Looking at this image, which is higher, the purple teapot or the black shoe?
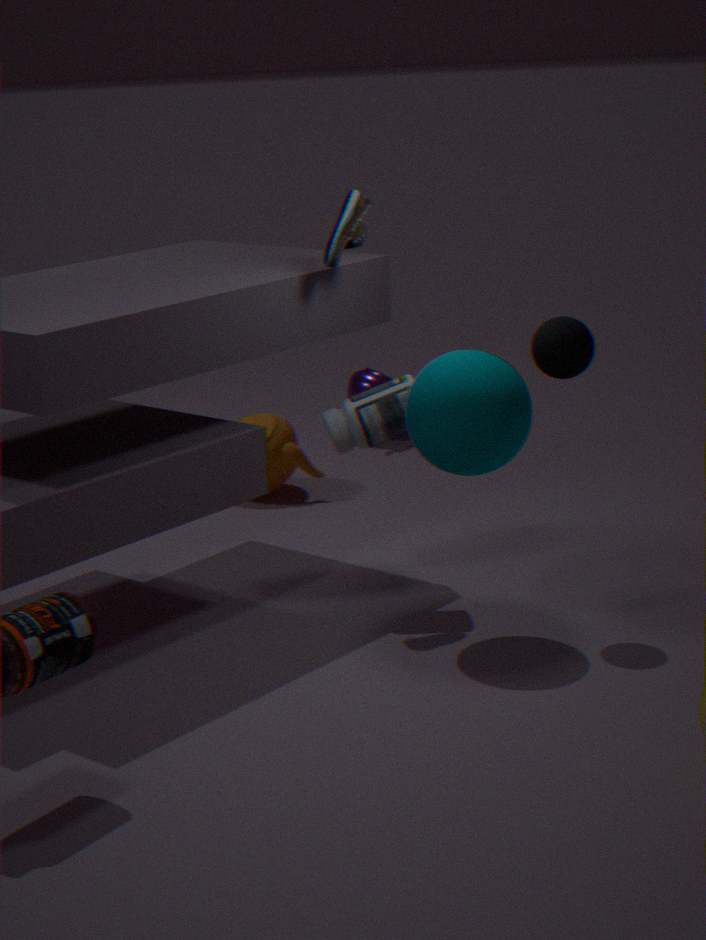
the black shoe
